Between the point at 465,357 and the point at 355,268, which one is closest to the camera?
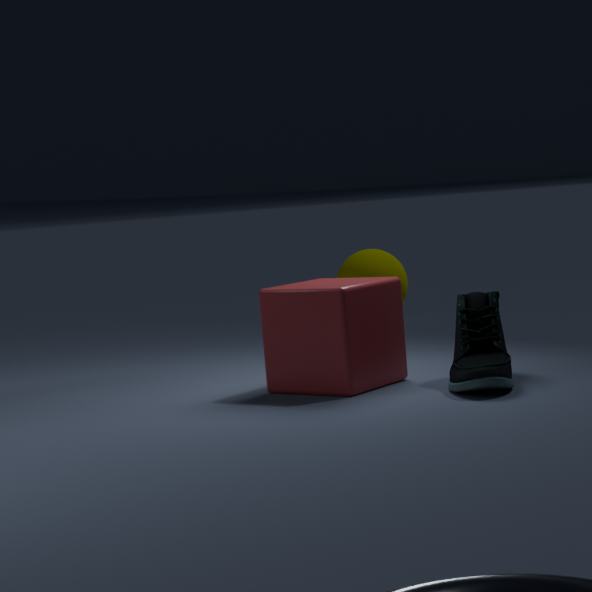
the point at 465,357
